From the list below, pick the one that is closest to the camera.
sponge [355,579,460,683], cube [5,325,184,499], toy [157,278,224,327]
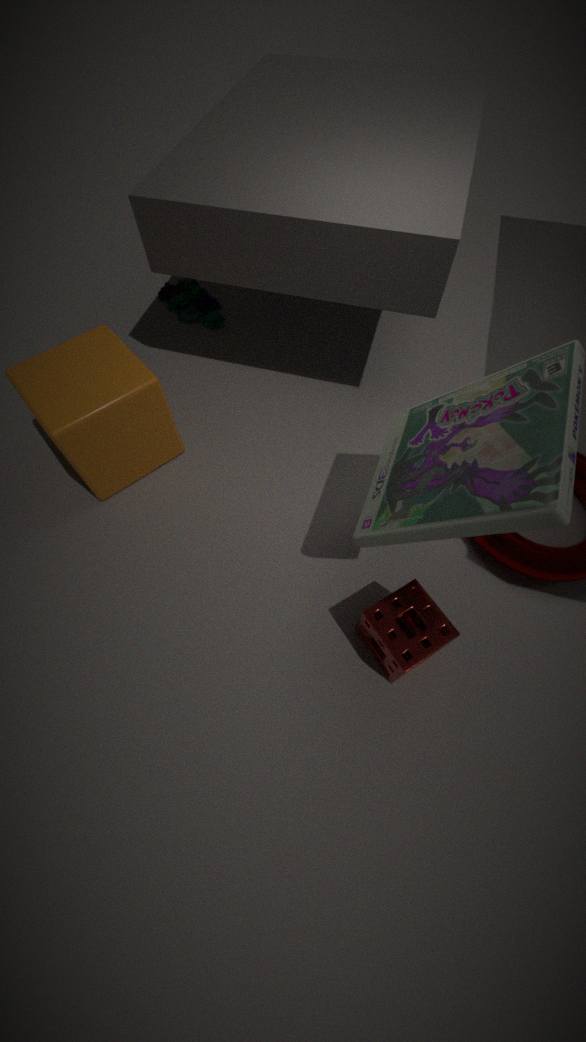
sponge [355,579,460,683]
